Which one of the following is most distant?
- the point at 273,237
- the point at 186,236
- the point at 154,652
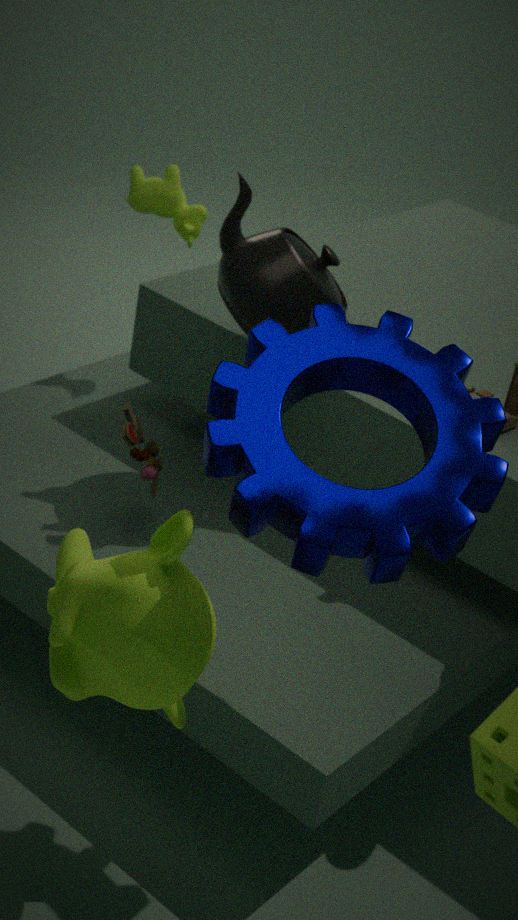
the point at 186,236
